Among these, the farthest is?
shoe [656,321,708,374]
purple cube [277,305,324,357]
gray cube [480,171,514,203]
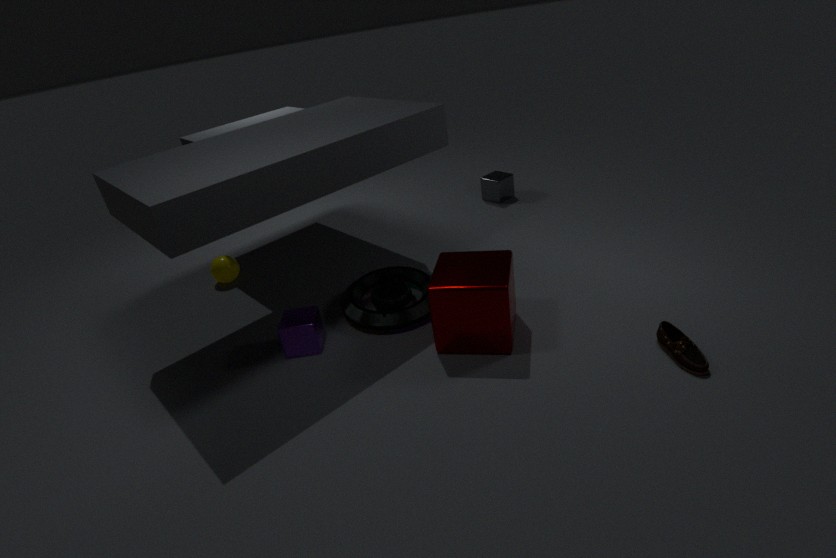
gray cube [480,171,514,203]
